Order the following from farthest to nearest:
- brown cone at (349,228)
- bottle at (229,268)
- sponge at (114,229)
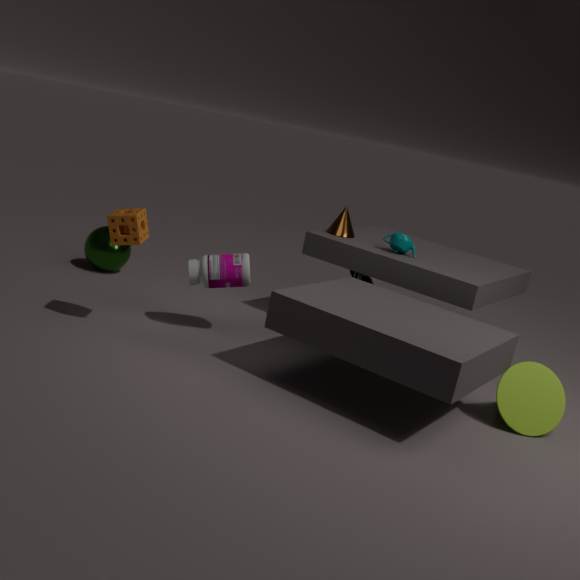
brown cone at (349,228) → bottle at (229,268) → sponge at (114,229)
